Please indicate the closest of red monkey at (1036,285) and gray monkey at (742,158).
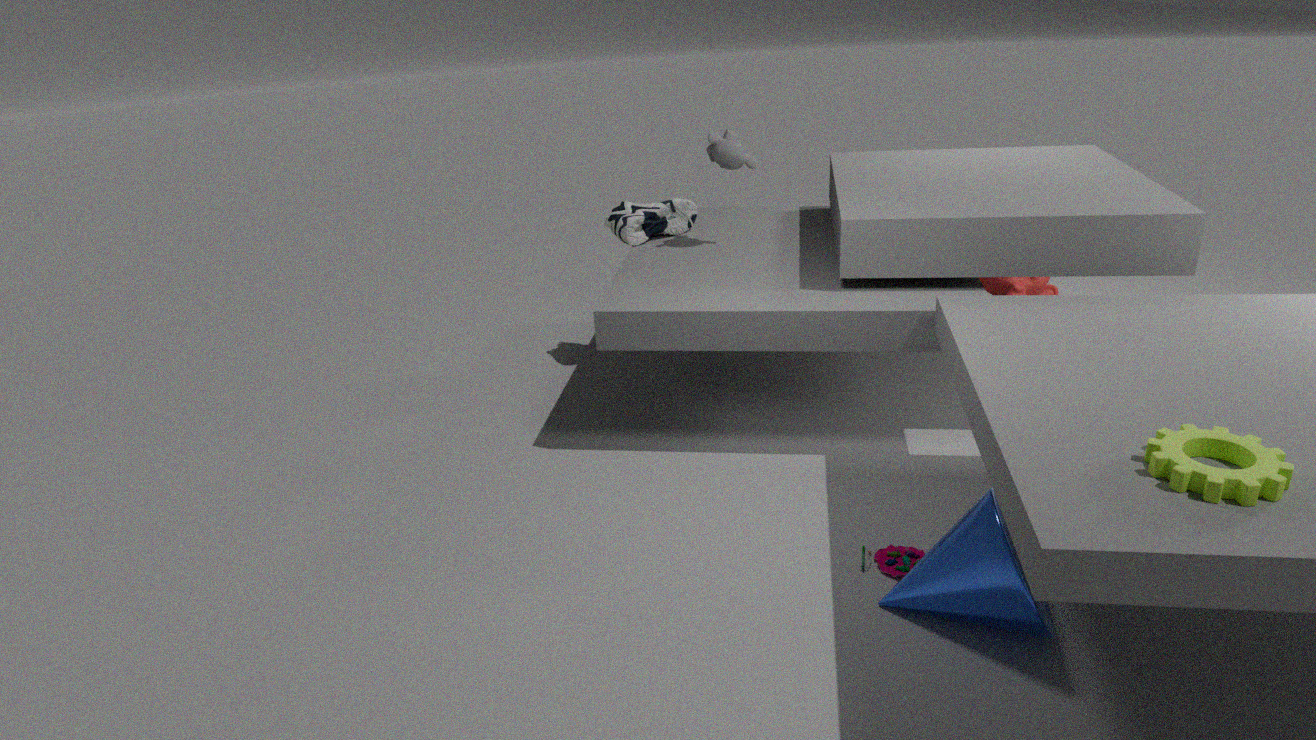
gray monkey at (742,158)
